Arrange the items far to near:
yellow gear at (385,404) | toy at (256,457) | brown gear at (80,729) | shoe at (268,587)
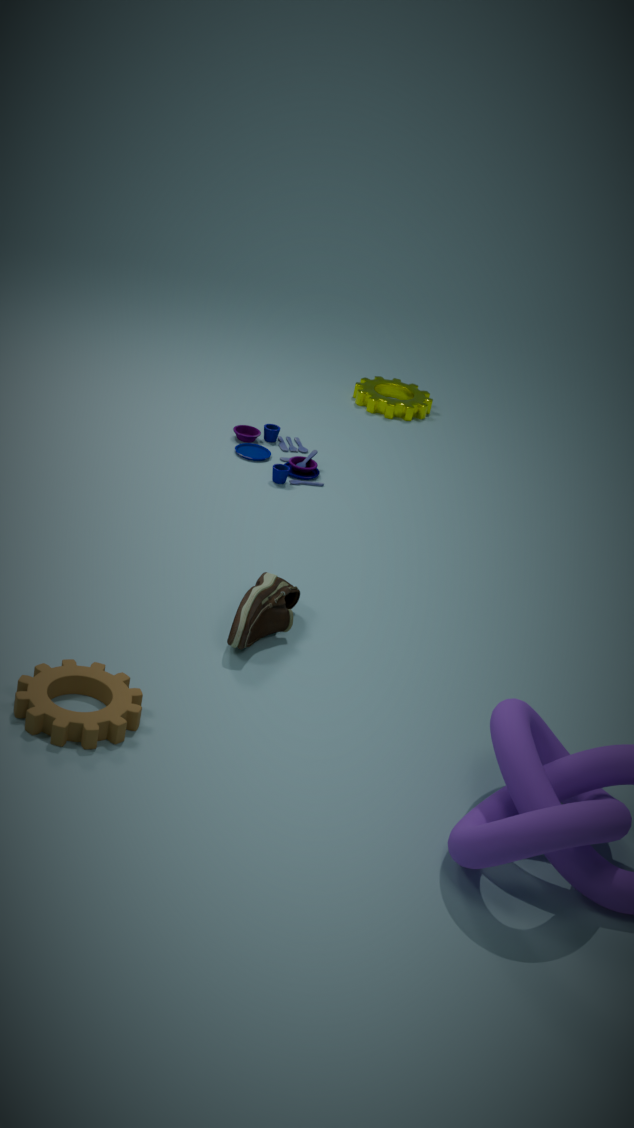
yellow gear at (385,404) < toy at (256,457) < shoe at (268,587) < brown gear at (80,729)
